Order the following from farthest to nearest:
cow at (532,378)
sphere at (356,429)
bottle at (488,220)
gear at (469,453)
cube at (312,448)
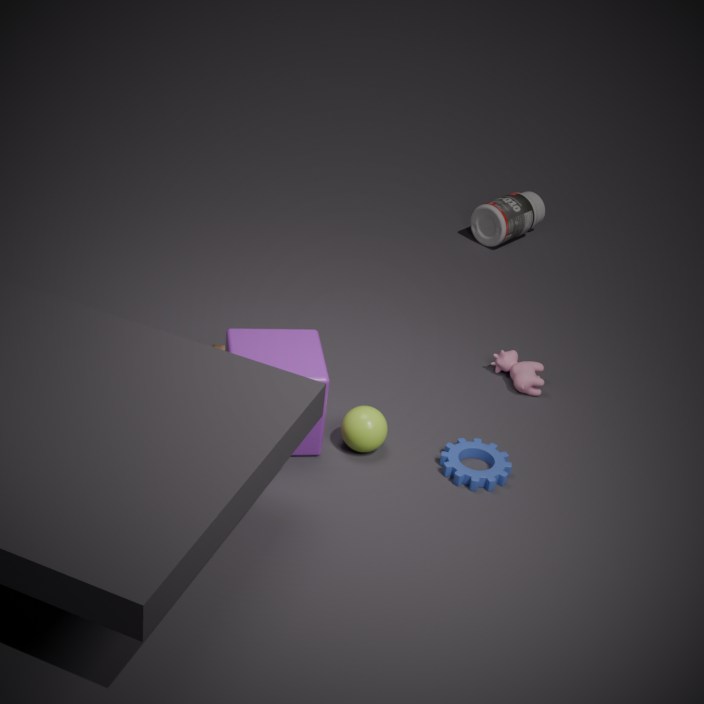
1. bottle at (488,220)
2. cow at (532,378)
3. sphere at (356,429)
4. gear at (469,453)
5. cube at (312,448)
